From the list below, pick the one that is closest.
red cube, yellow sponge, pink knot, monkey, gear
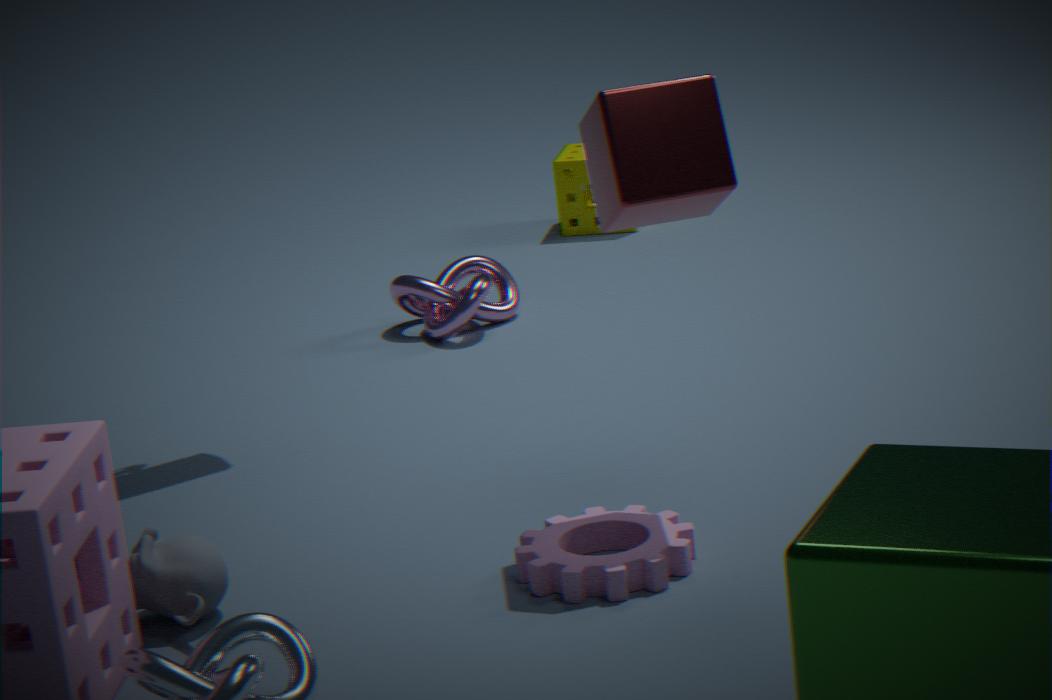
red cube
